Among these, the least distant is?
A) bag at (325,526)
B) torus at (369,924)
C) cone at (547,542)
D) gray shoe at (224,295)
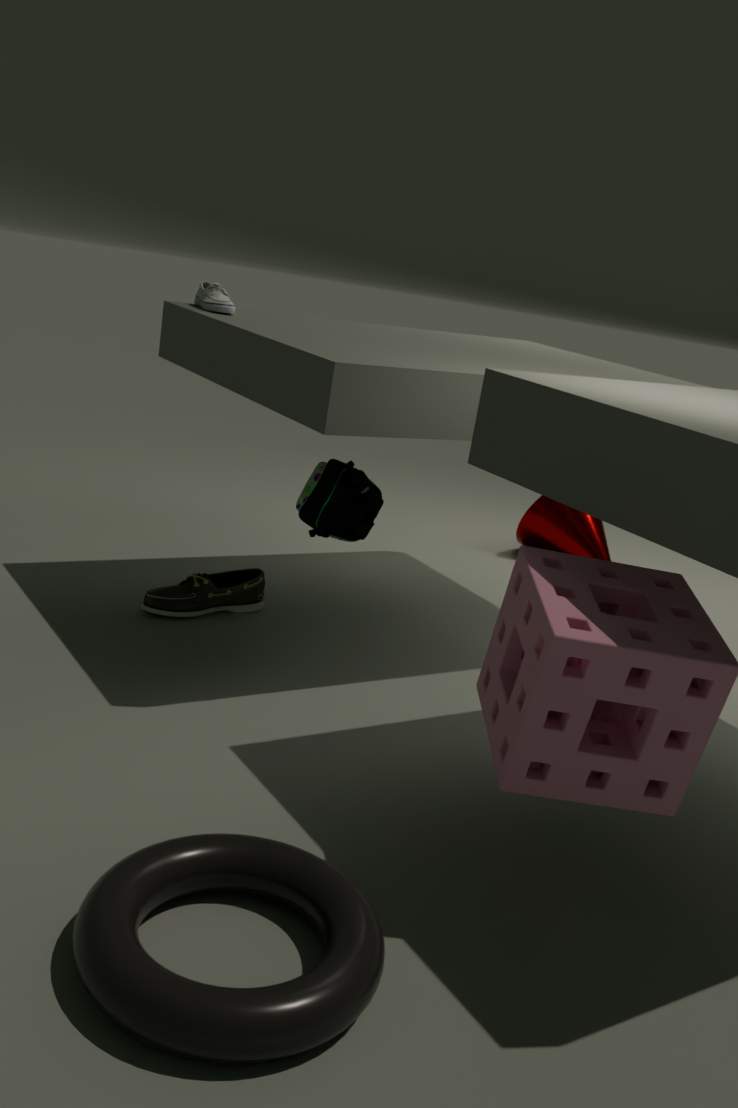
torus at (369,924)
